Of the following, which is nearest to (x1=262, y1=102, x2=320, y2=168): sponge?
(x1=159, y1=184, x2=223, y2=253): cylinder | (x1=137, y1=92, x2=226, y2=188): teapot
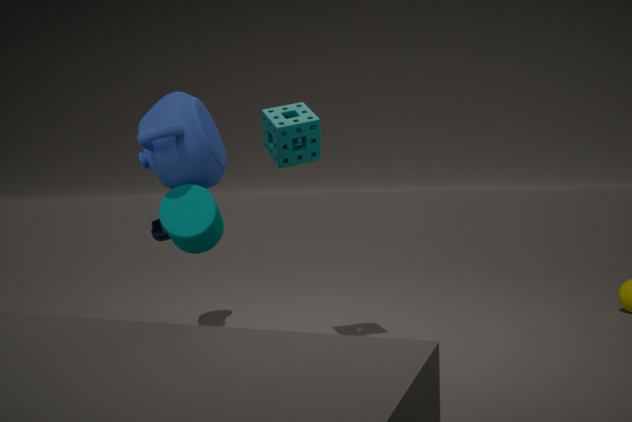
(x1=137, y1=92, x2=226, y2=188): teapot
